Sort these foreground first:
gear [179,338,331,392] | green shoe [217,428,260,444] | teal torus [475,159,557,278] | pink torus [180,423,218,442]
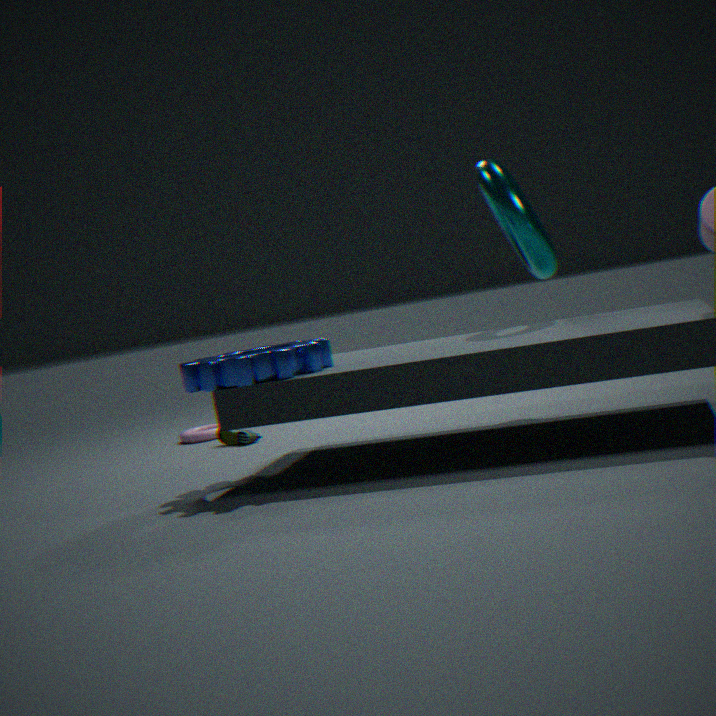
gear [179,338,331,392] → teal torus [475,159,557,278] → green shoe [217,428,260,444] → pink torus [180,423,218,442]
